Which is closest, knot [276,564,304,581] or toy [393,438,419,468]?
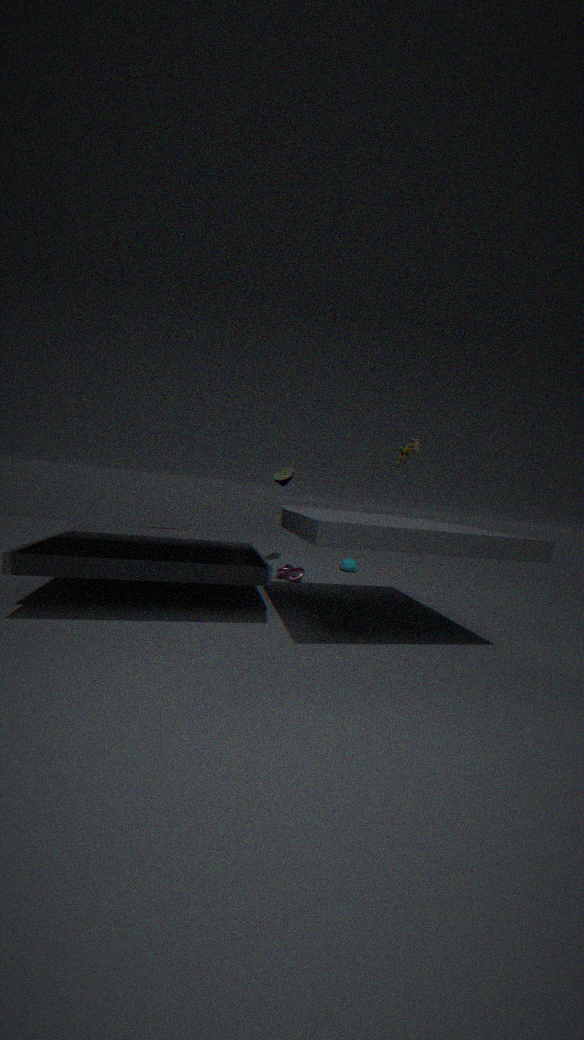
toy [393,438,419,468]
